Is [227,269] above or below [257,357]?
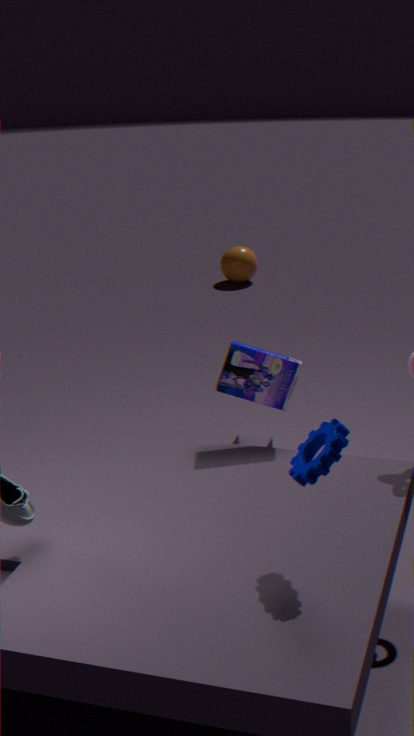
below
